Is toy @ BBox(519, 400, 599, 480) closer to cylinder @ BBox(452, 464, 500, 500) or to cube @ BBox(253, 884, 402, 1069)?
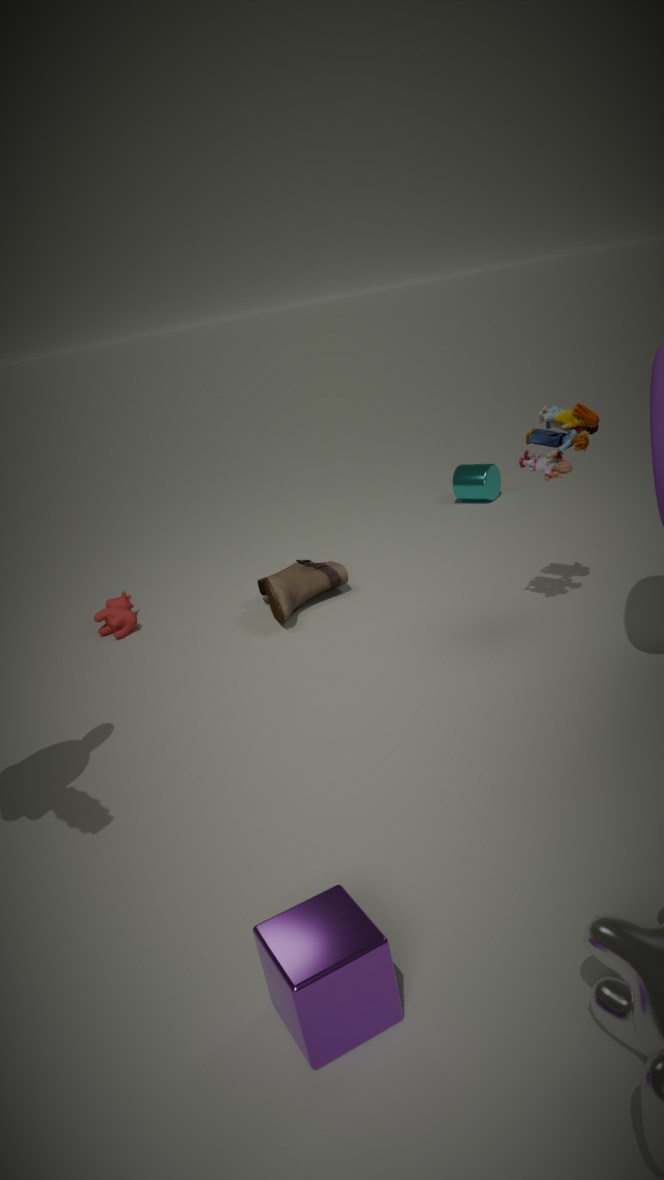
cylinder @ BBox(452, 464, 500, 500)
